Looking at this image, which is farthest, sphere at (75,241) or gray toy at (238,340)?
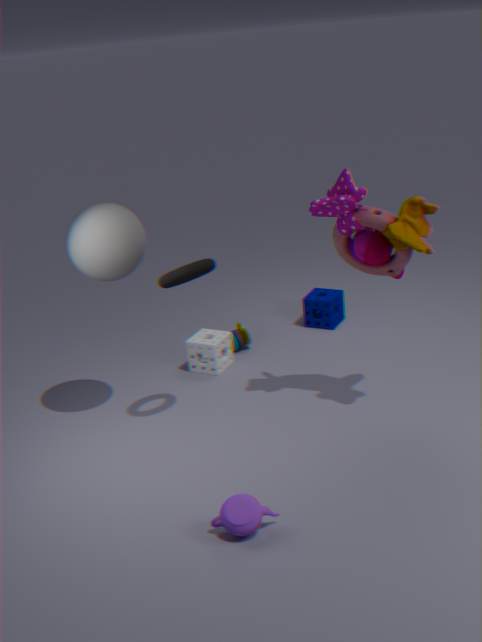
gray toy at (238,340)
